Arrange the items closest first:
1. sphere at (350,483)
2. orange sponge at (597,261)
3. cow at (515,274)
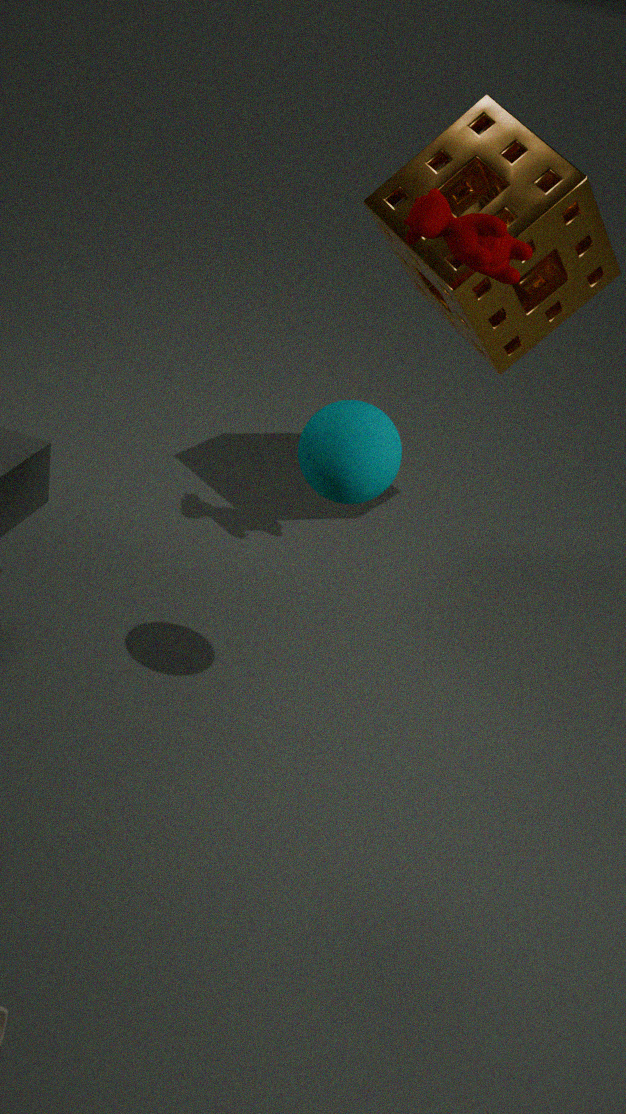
sphere at (350,483)
cow at (515,274)
orange sponge at (597,261)
